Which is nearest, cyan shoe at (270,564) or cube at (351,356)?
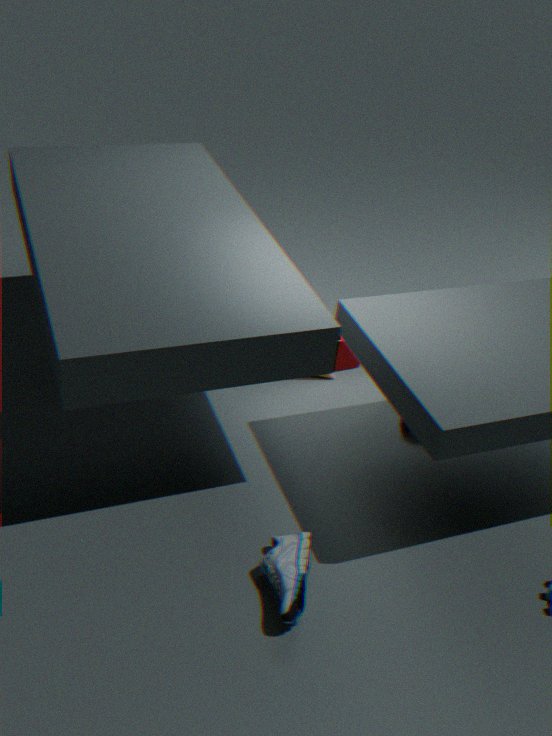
cyan shoe at (270,564)
